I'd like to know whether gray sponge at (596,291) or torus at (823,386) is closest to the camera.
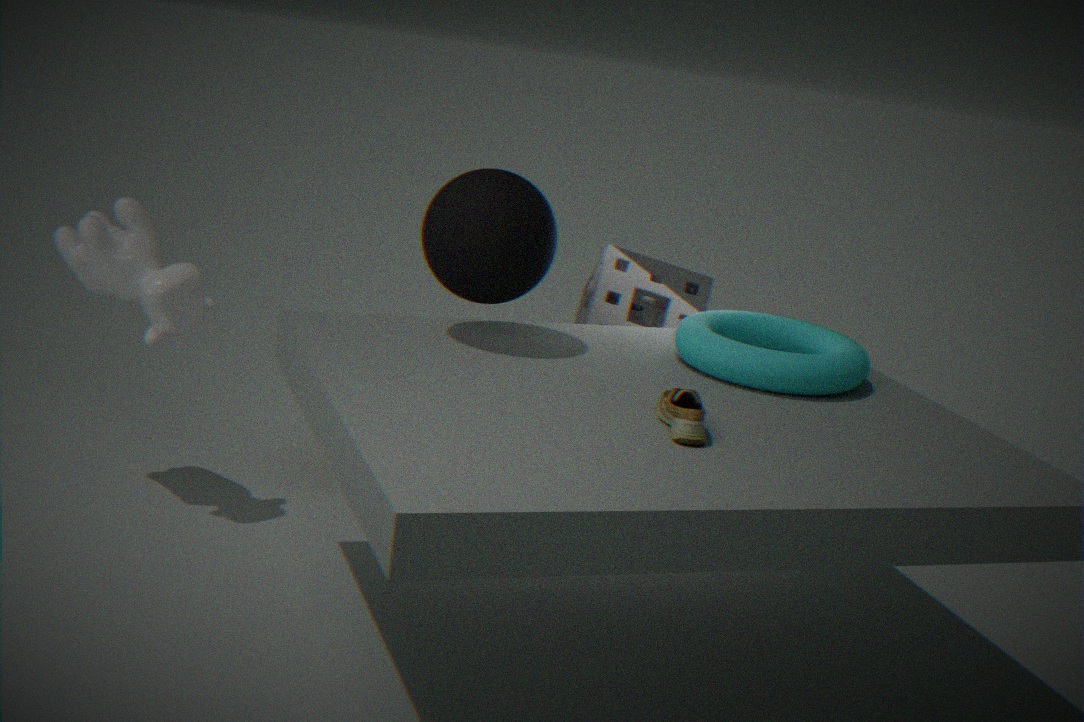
torus at (823,386)
